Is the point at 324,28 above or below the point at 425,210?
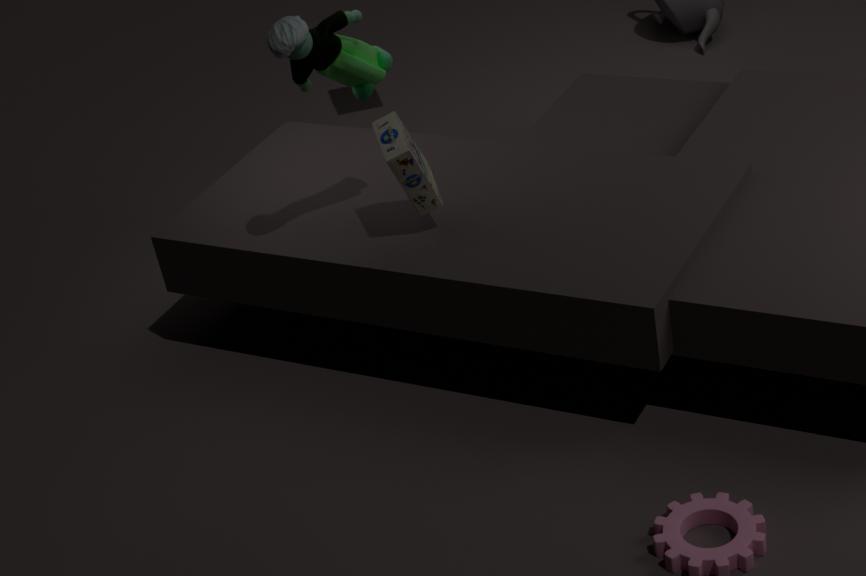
above
